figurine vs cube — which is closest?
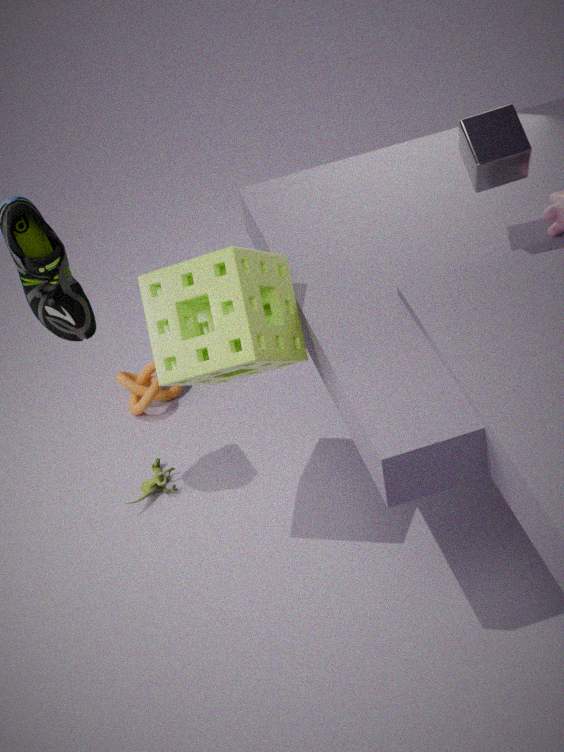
cube
